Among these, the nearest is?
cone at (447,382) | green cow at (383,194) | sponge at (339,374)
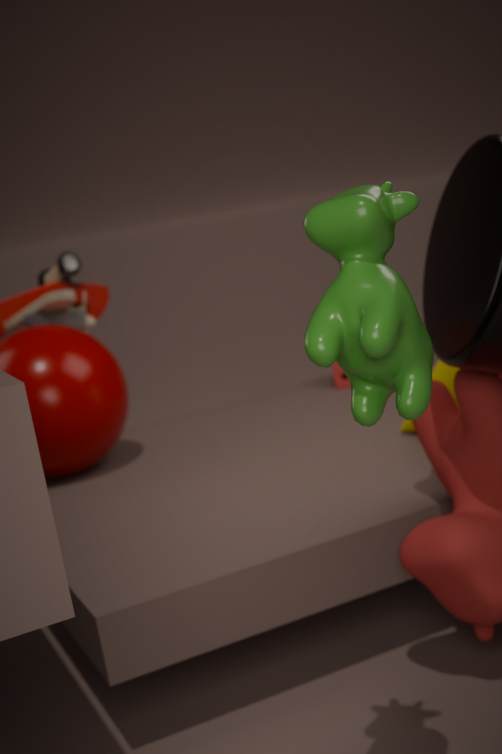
green cow at (383,194)
